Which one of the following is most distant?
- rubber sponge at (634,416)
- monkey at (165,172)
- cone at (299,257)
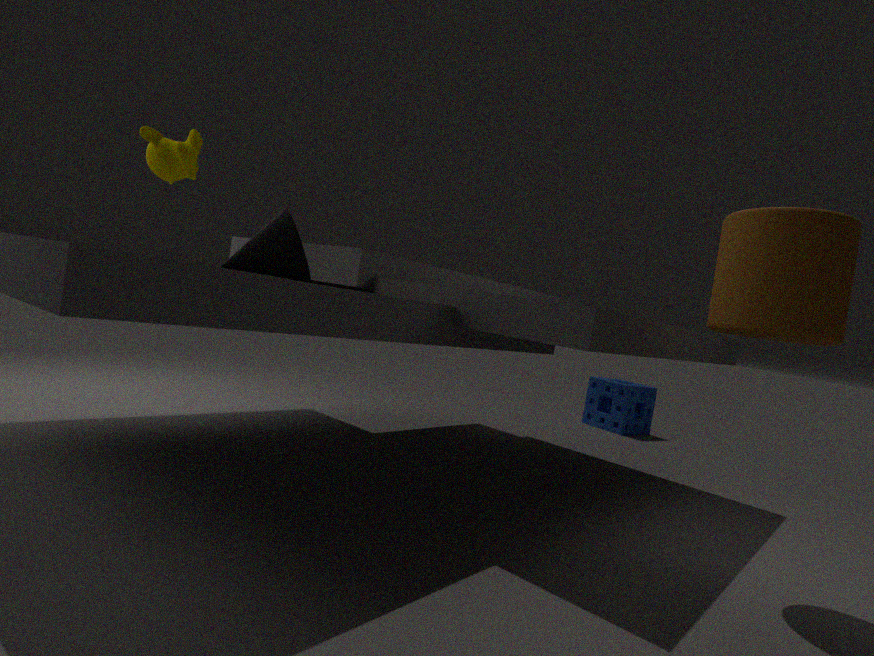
rubber sponge at (634,416)
